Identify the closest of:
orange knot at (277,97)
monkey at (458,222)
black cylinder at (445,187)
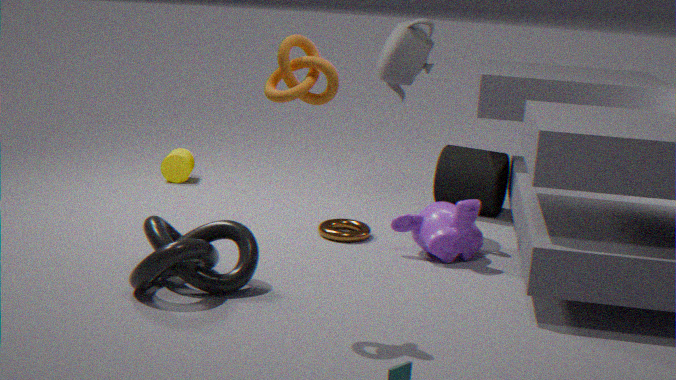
orange knot at (277,97)
